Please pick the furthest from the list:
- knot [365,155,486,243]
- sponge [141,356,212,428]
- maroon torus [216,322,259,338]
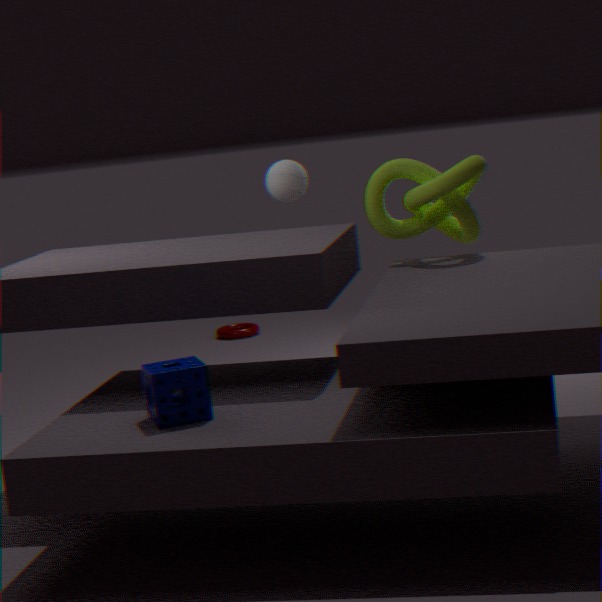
maroon torus [216,322,259,338]
